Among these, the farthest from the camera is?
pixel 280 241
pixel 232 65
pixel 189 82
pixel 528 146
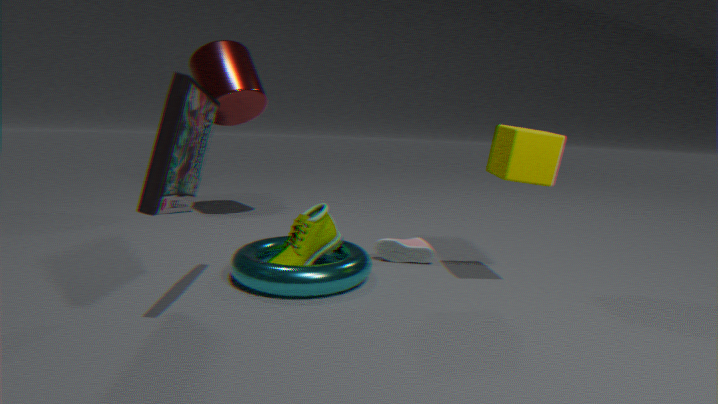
pixel 232 65
